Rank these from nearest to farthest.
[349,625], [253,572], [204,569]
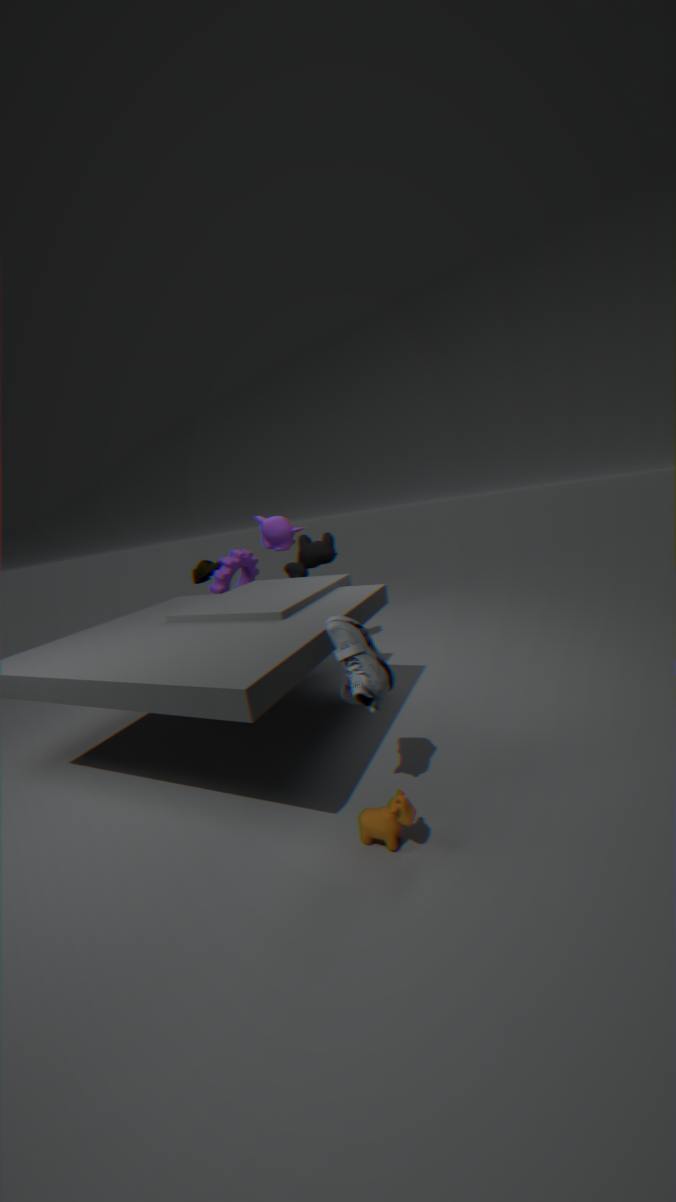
[349,625] → [204,569] → [253,572]
